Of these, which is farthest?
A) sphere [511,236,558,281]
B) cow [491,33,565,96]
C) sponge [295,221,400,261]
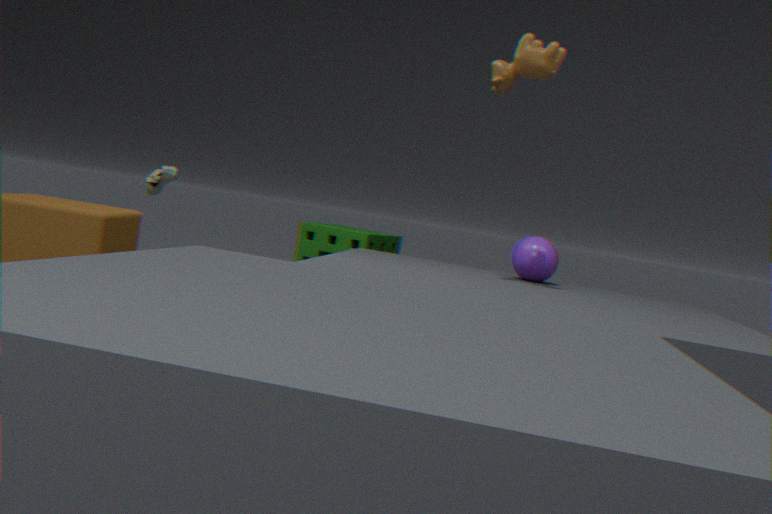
sponge [295,221,400,261]
